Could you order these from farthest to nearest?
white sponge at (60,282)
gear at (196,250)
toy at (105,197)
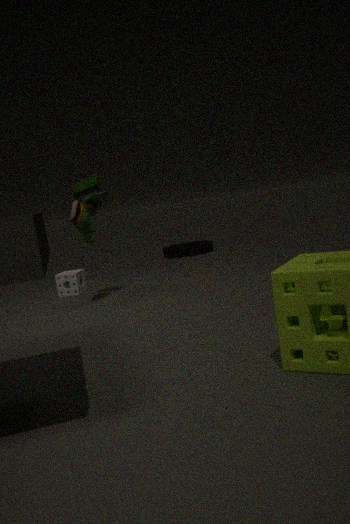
gear at (196,250), white sponge at (60,282), toy at (105,197)
